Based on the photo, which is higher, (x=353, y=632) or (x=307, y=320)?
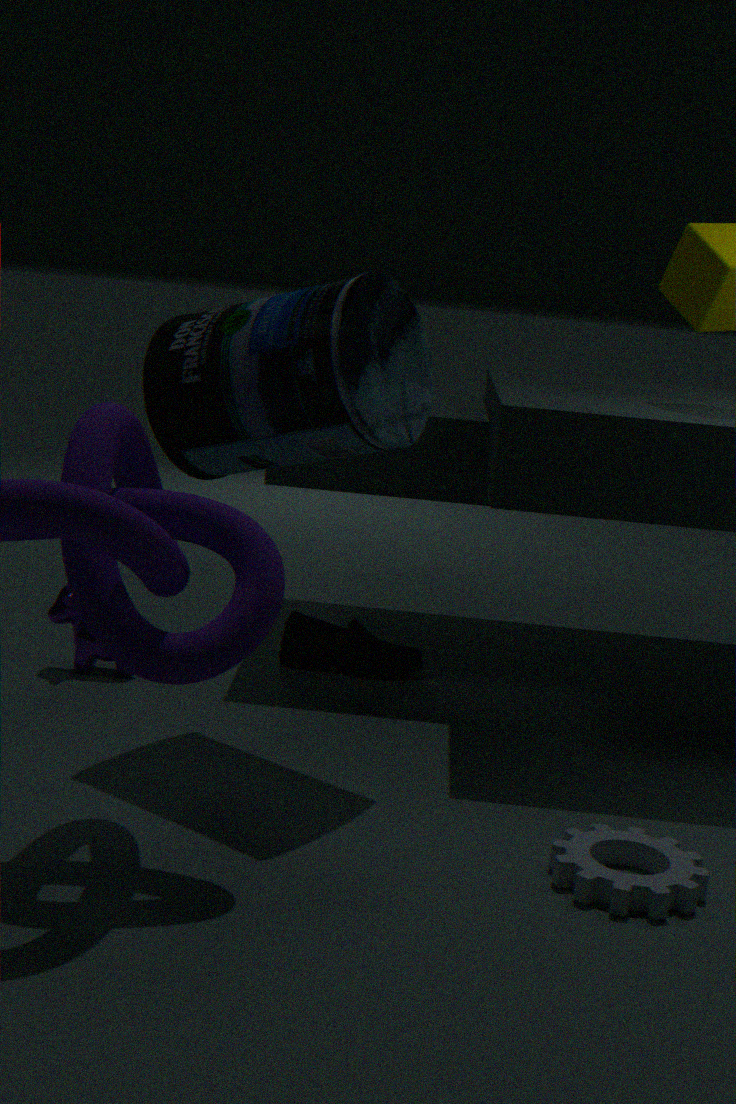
(x=307, y=320)
